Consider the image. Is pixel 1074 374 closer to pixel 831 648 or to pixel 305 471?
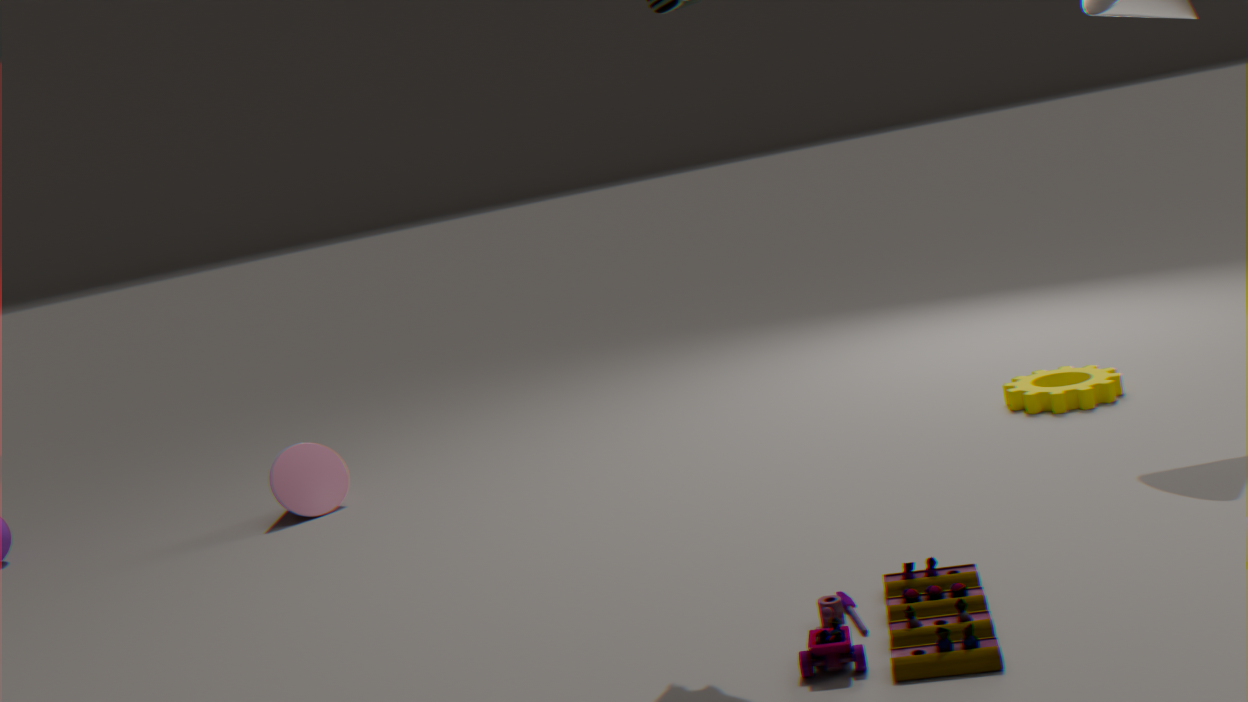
pixel 831 648
